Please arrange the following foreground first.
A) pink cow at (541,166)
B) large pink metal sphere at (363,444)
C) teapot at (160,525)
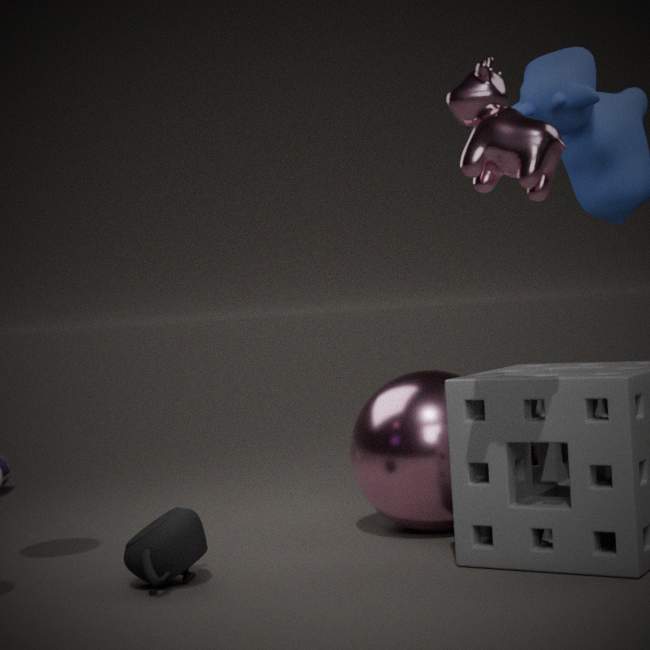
pink cow at (541,166), teapot at (160,525), large pink metal sphere at (363,444)
